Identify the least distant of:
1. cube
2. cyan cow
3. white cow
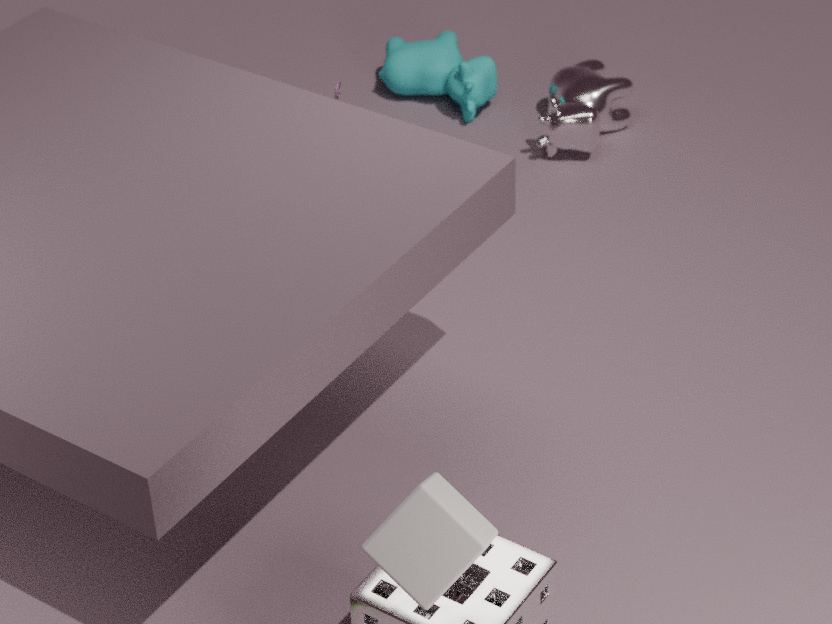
cube
